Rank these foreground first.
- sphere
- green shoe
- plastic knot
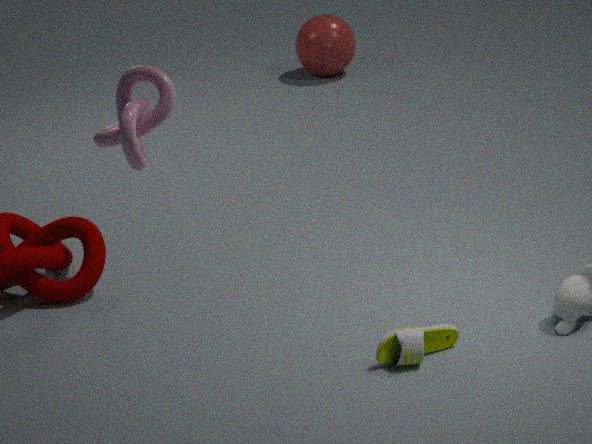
plastic knot < green shoe < sphere
